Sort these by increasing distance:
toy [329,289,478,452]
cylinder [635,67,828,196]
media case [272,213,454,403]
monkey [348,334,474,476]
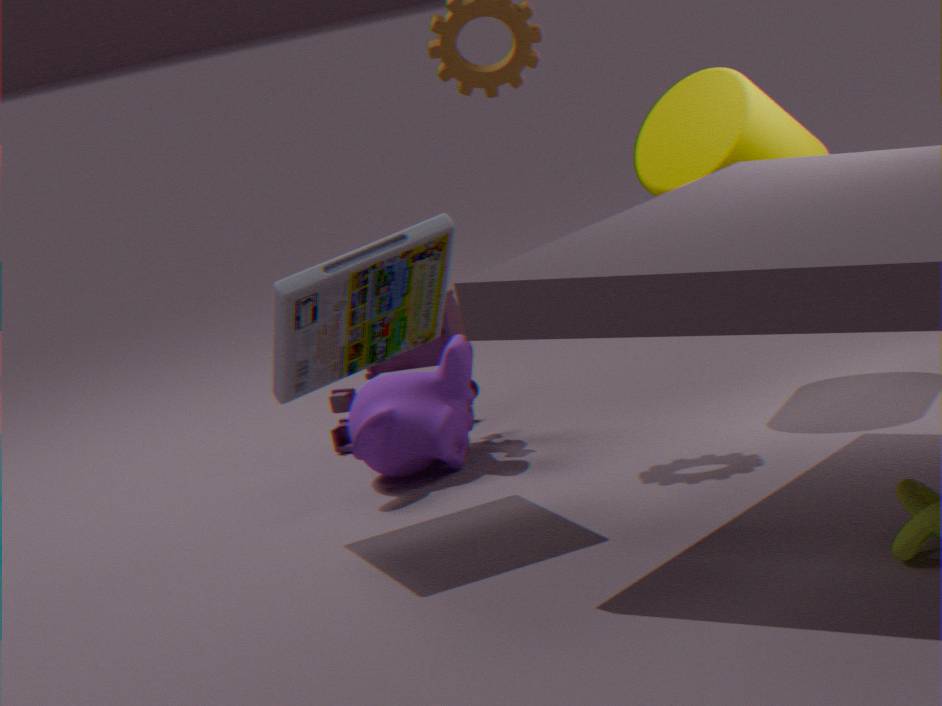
1. media case [272,213,454,403]
2. cylinder [635,67,828,196]
3. monkey [348,334,474,476]
4. toy [329,289,478,452]
